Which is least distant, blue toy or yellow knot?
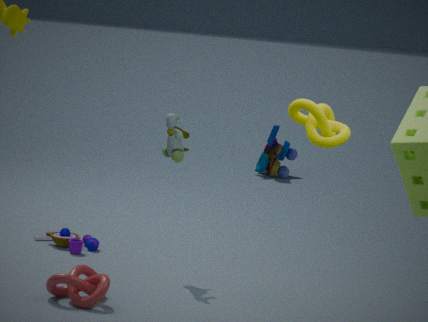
yellow knot
